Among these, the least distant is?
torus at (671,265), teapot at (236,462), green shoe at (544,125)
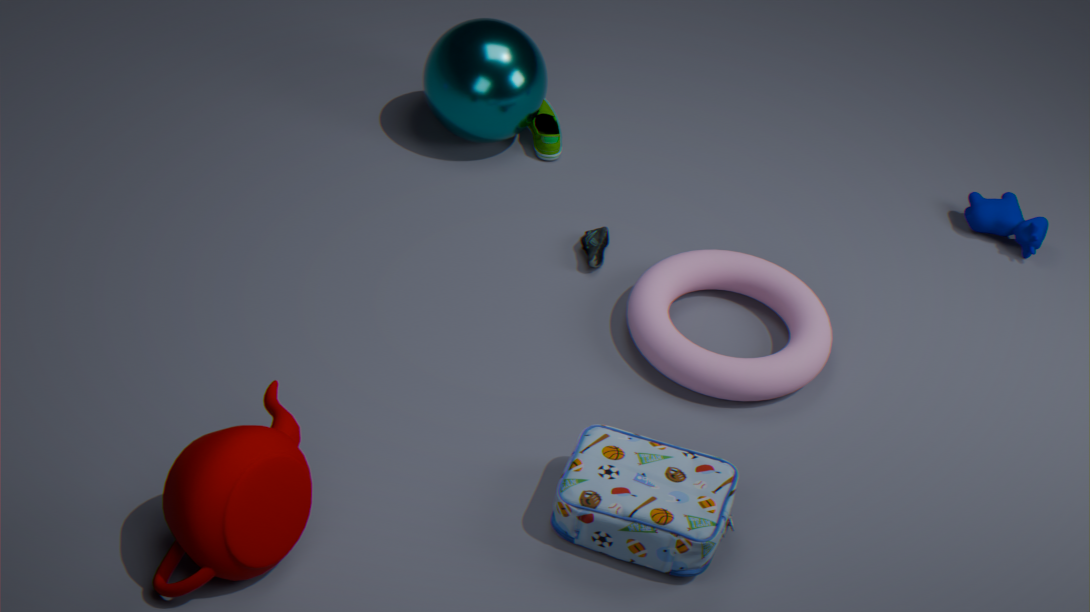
teapot at (236,462)
